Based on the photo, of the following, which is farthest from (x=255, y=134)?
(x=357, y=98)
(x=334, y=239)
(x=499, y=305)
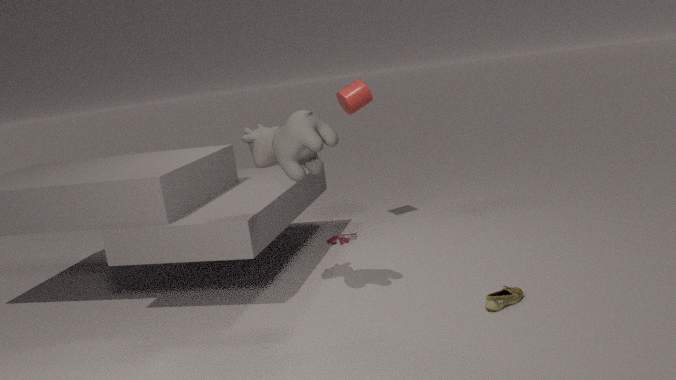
(x=334, y=239)
